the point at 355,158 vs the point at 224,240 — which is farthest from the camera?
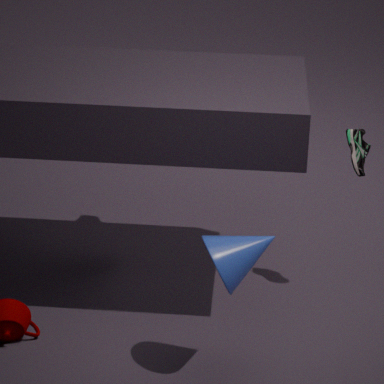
the point at 355,158
